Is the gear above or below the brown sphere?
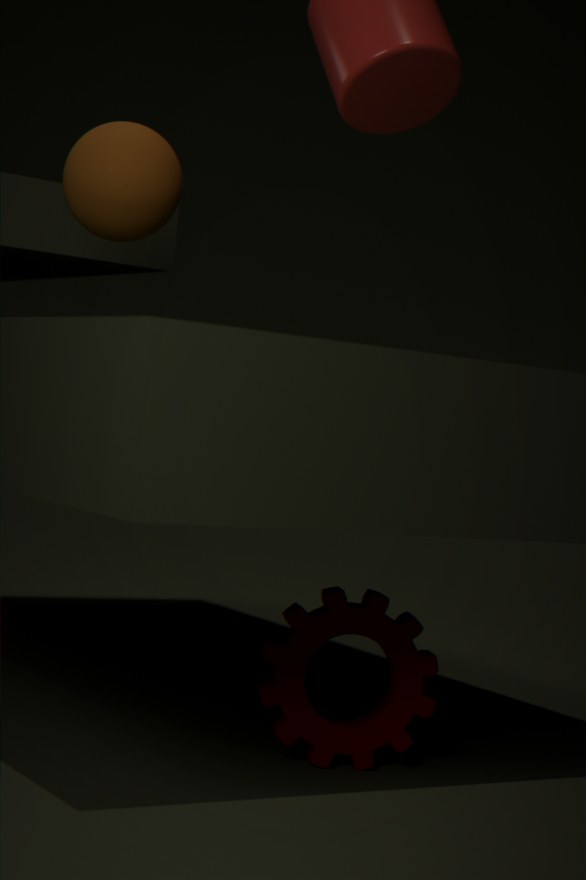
below
